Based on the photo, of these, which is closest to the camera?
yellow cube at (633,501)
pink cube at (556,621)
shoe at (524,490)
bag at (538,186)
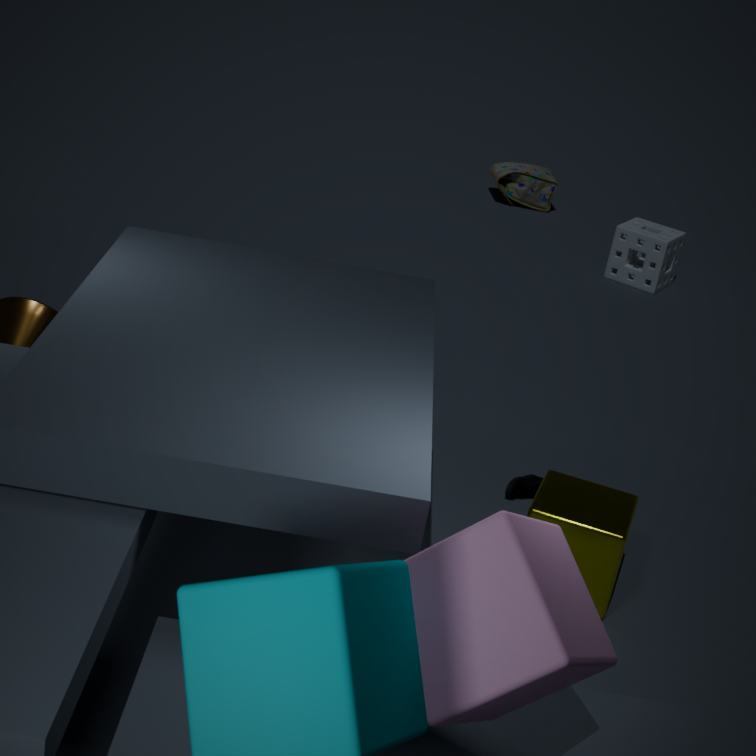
pink cube at (556,621)
